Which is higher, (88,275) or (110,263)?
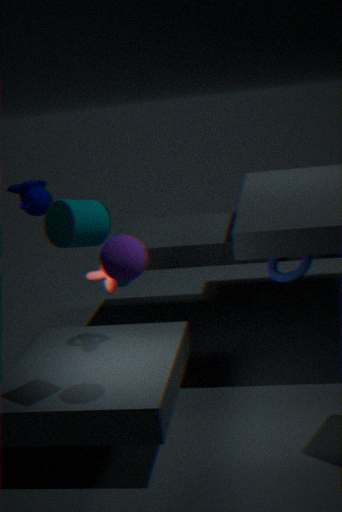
(110,263)
